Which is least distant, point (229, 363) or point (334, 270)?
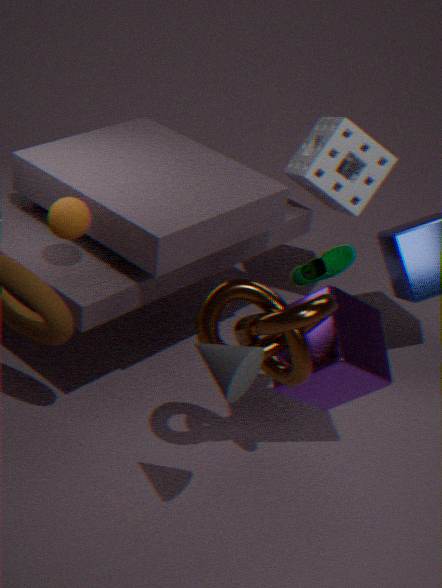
point (229, 363)
